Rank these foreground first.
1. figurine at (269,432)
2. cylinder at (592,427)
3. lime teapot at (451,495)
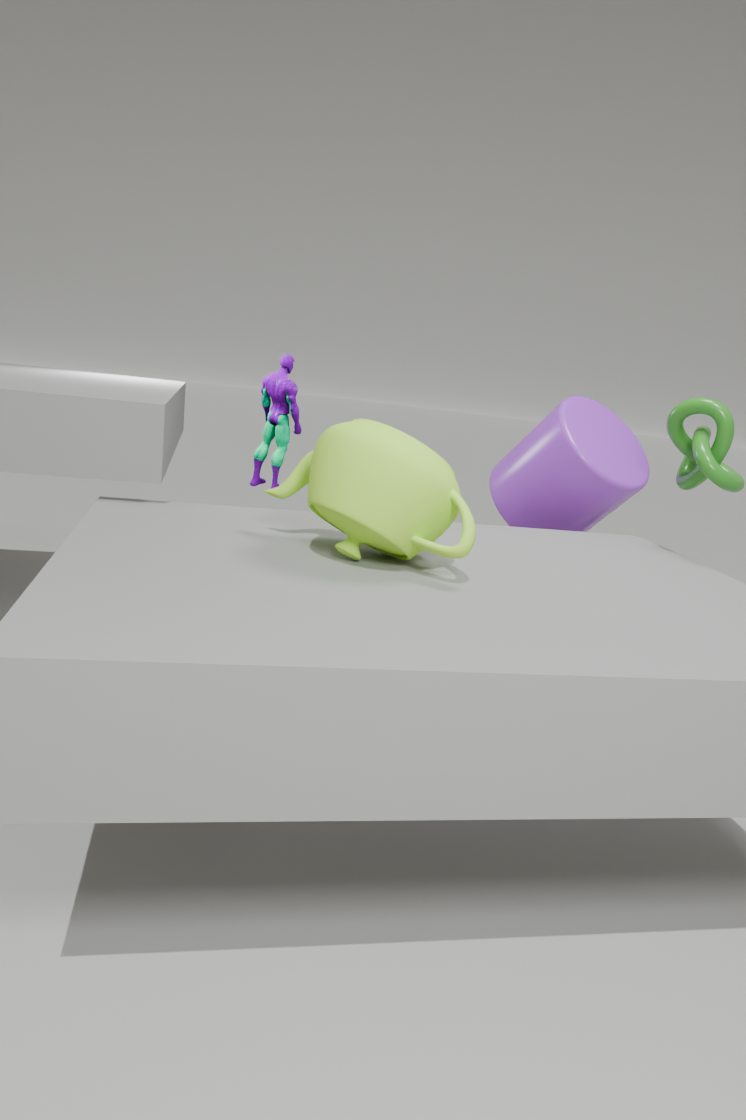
lime teapot at (451,495)
cylinder at (592,427)
figurine at (269,432)
